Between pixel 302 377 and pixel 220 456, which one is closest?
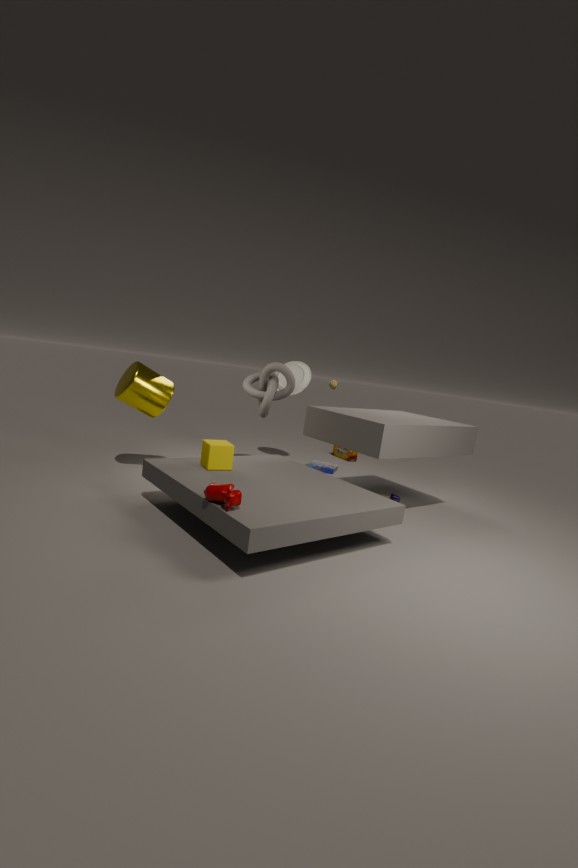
pixel 220 456
